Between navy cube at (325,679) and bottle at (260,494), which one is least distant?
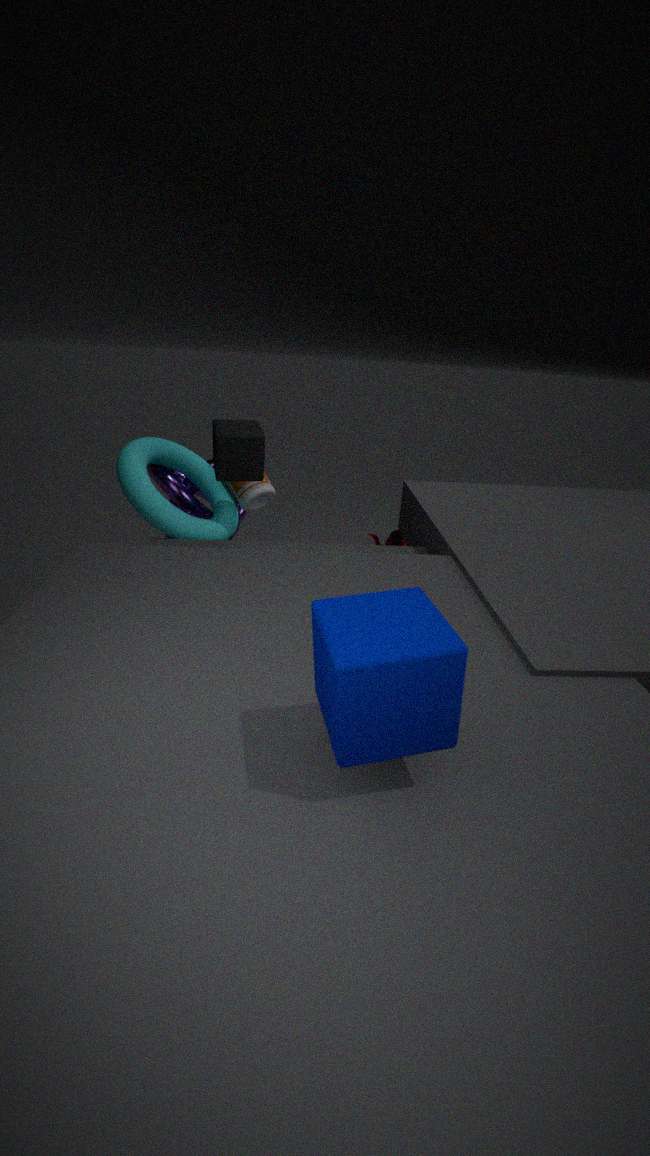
navy cube at (325,679)
